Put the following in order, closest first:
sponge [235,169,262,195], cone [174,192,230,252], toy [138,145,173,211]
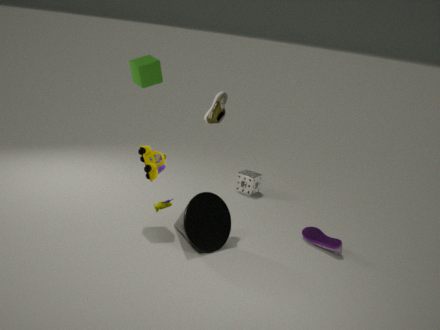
toy [138,145,173,211] → cone [174,192,230,252] → sponge [235,169,262,195]
